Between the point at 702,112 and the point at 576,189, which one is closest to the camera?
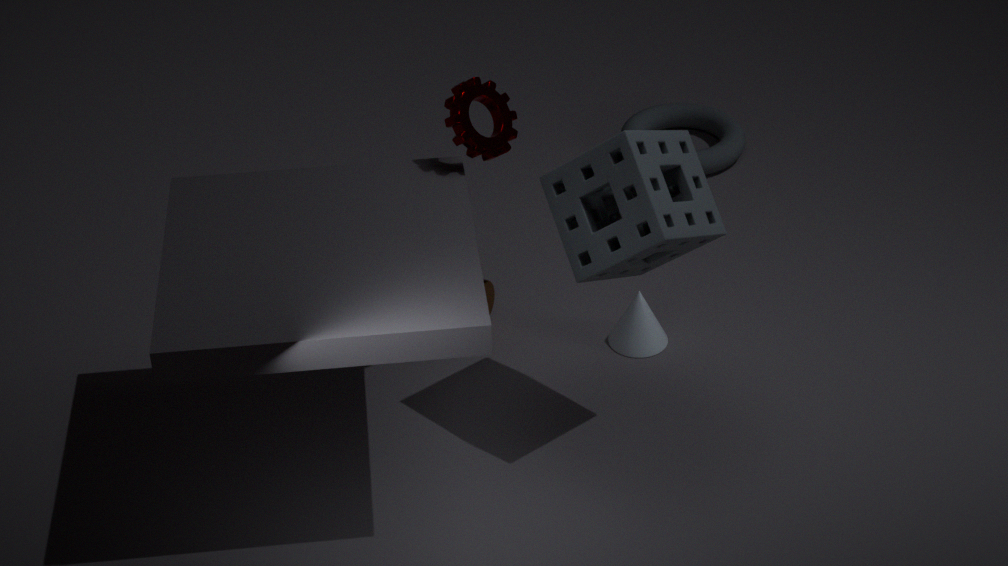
the point at 576,189
